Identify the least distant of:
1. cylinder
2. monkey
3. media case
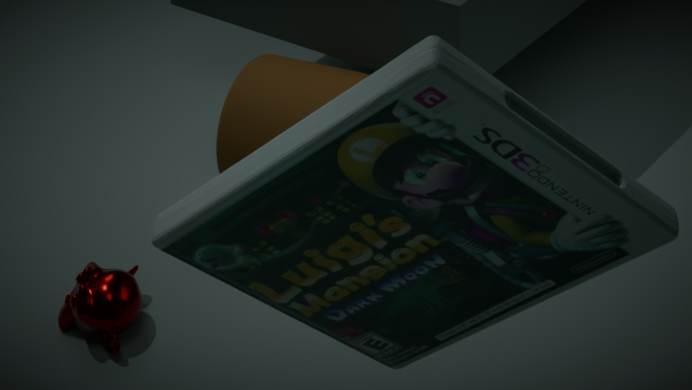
media case
